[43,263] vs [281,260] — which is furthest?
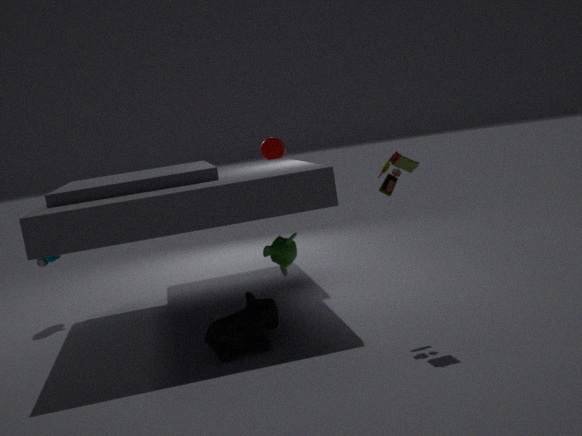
[43,263]
